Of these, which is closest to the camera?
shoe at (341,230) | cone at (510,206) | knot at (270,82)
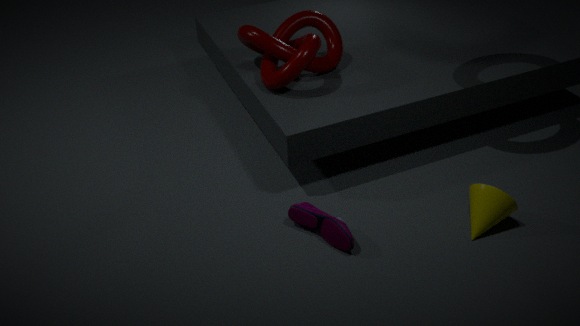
shoe at (341,230)
